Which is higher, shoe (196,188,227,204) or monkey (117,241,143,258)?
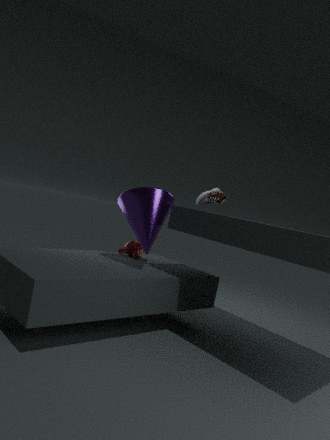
shoe (196,188,227,204)
